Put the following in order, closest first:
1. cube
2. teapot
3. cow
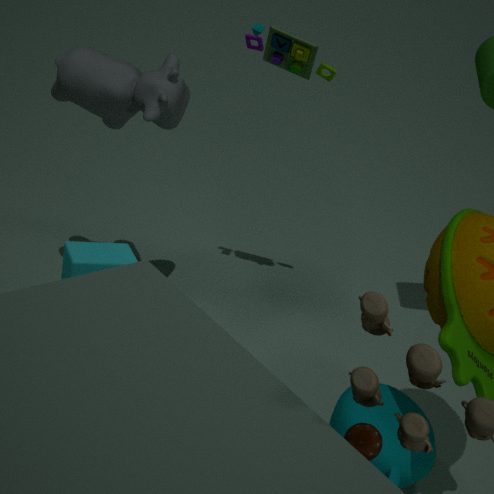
1. cube
2. teapot
3. cow
